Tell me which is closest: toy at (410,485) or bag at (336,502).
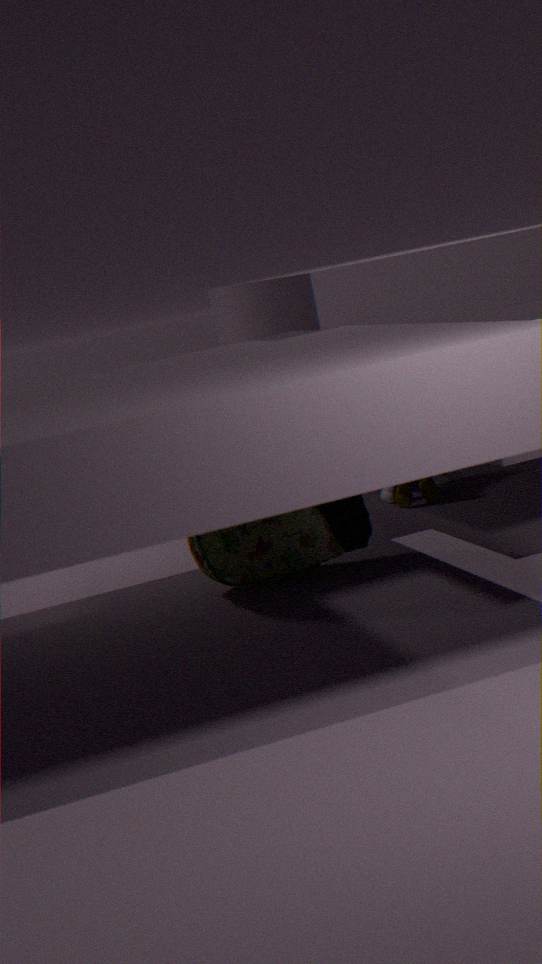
bag at (336,502)
